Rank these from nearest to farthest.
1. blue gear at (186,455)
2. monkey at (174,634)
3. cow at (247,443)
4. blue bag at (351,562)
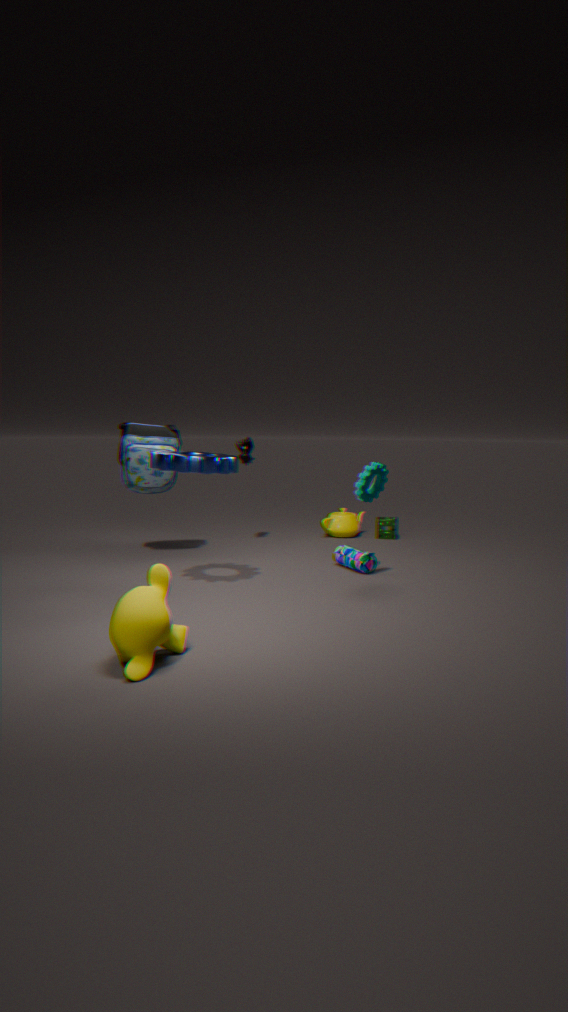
monkey at (174,634) < blue gear at (186,455) < blue bag at (351,562) < cow at (247,443)
